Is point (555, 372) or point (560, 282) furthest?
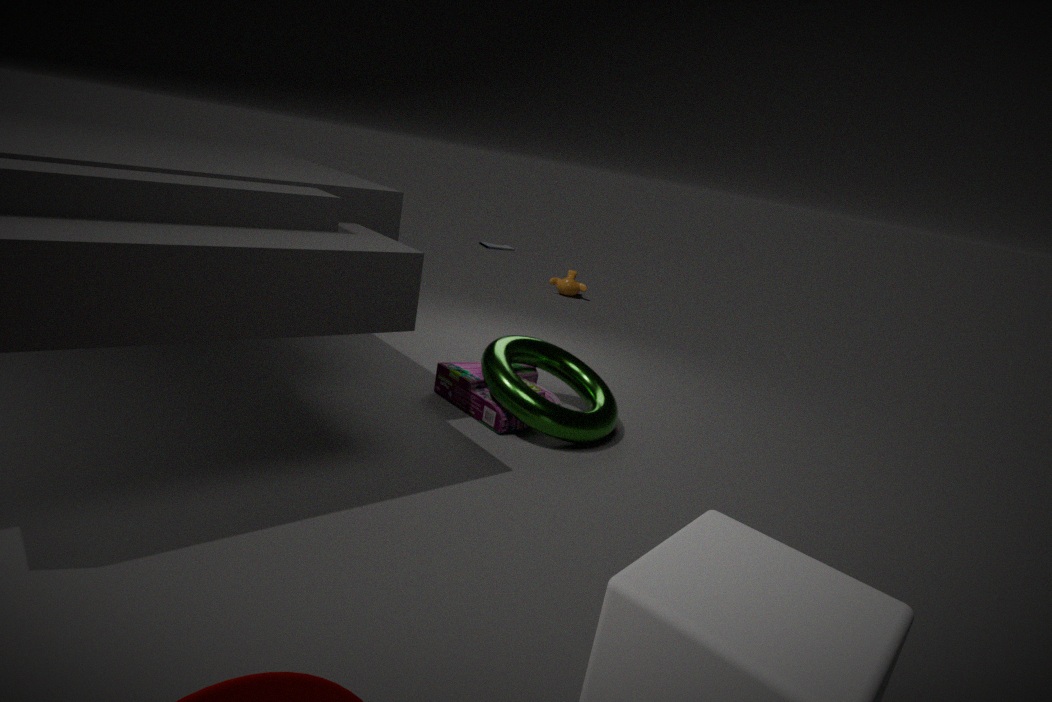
point (560, 282)
